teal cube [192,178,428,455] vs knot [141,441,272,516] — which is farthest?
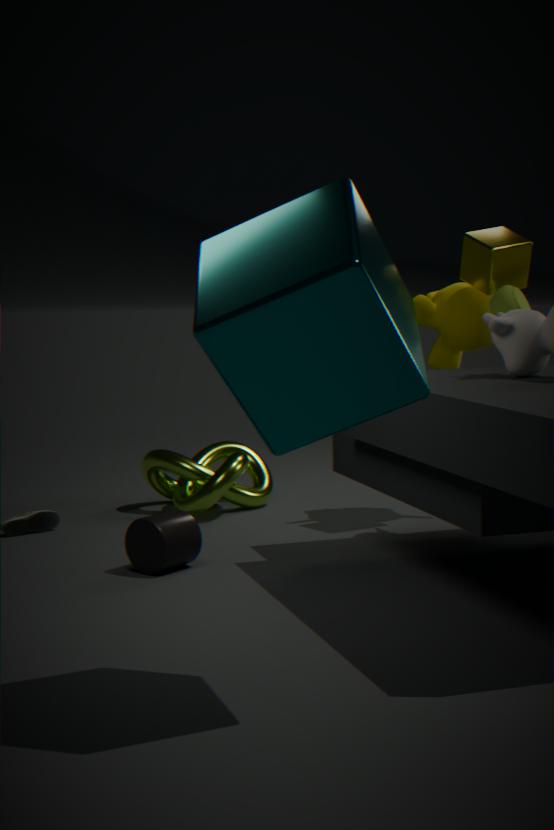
knot [141,441,272,516]
